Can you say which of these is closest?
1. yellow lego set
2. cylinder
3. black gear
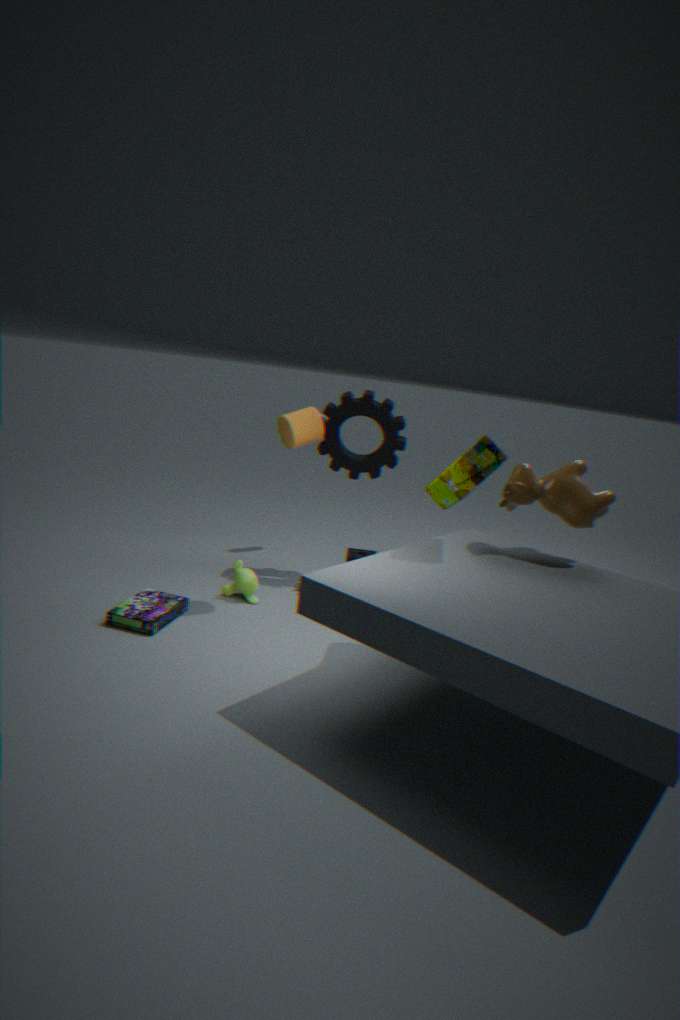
yellow lego set
